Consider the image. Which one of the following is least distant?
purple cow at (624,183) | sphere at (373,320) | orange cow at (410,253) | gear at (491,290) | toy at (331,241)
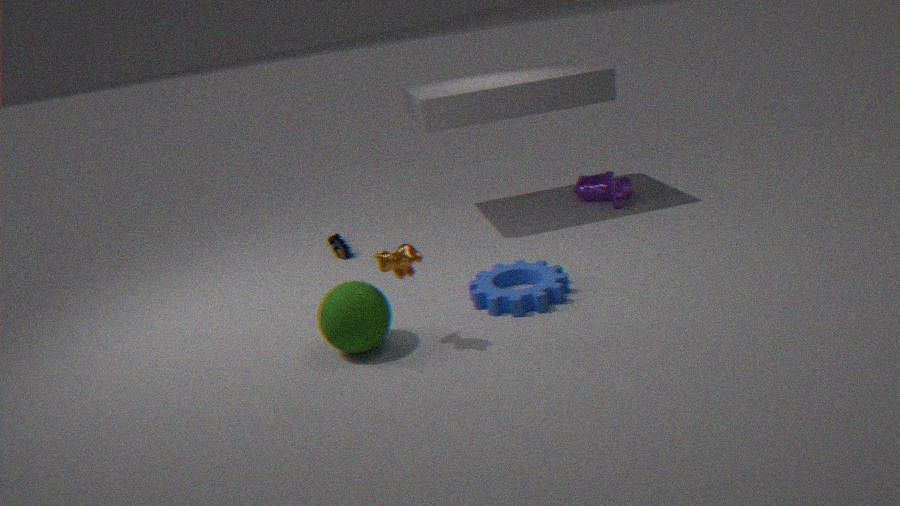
orange cow at (410,253)
